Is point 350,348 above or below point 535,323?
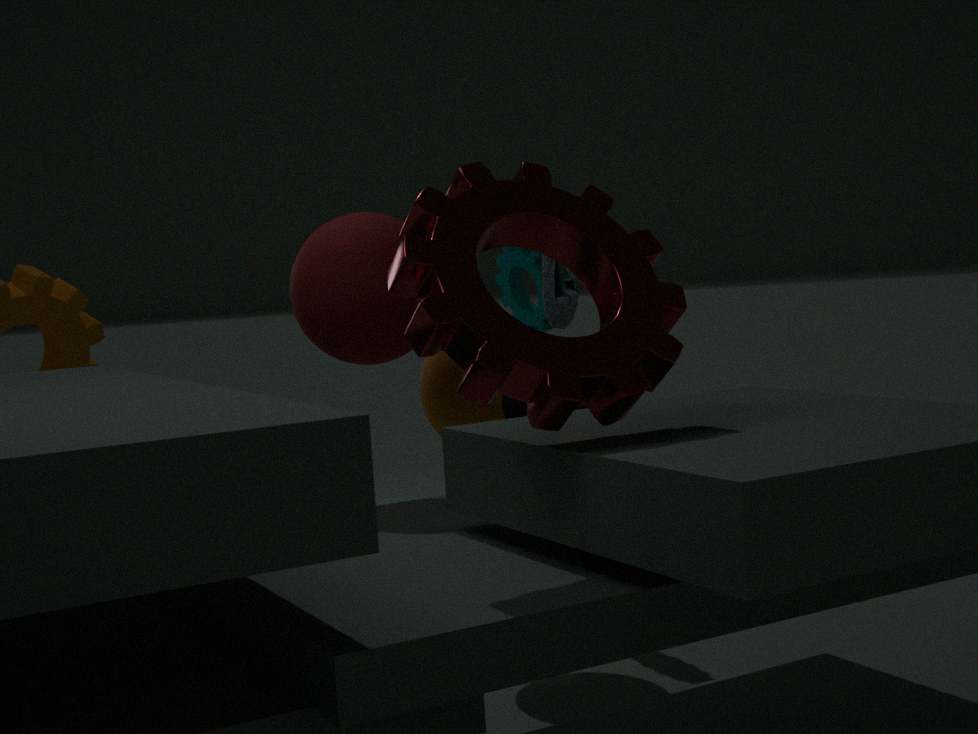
above
